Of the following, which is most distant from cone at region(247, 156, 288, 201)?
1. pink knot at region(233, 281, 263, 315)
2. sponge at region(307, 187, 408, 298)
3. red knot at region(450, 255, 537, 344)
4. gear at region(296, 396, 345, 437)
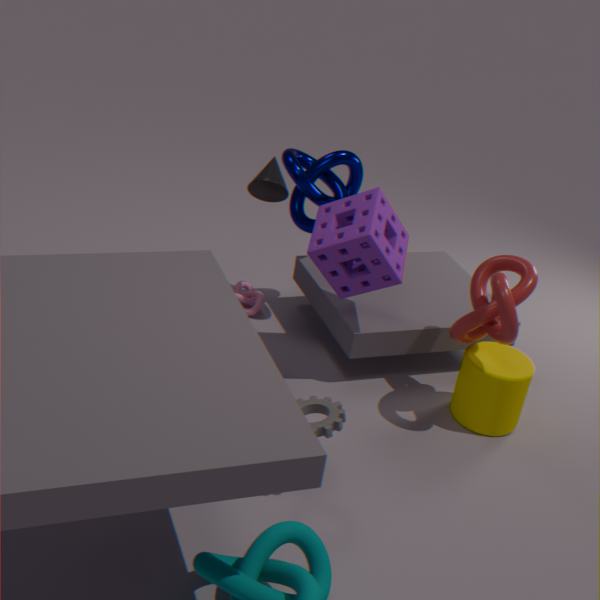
gear at region(296, 396, 345, 437)
